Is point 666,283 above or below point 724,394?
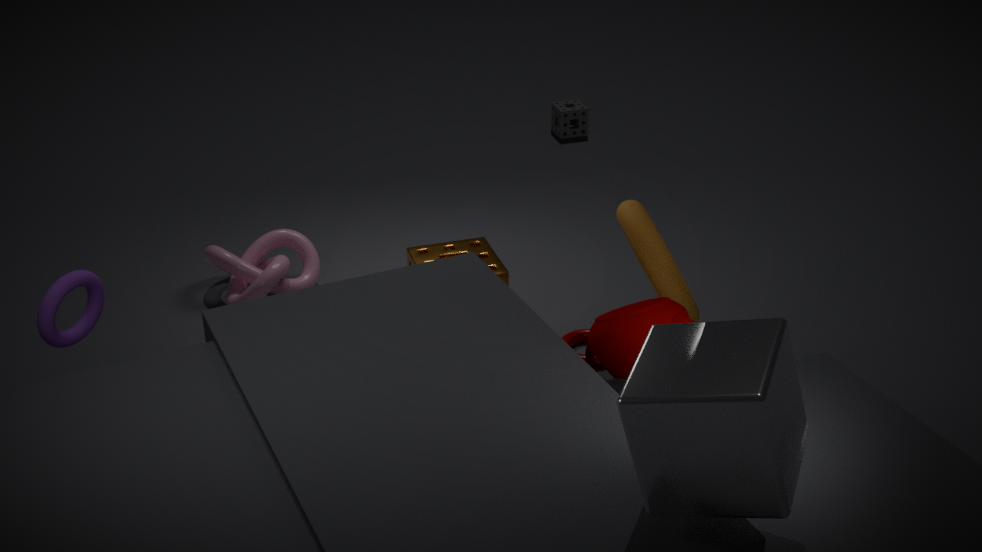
below
